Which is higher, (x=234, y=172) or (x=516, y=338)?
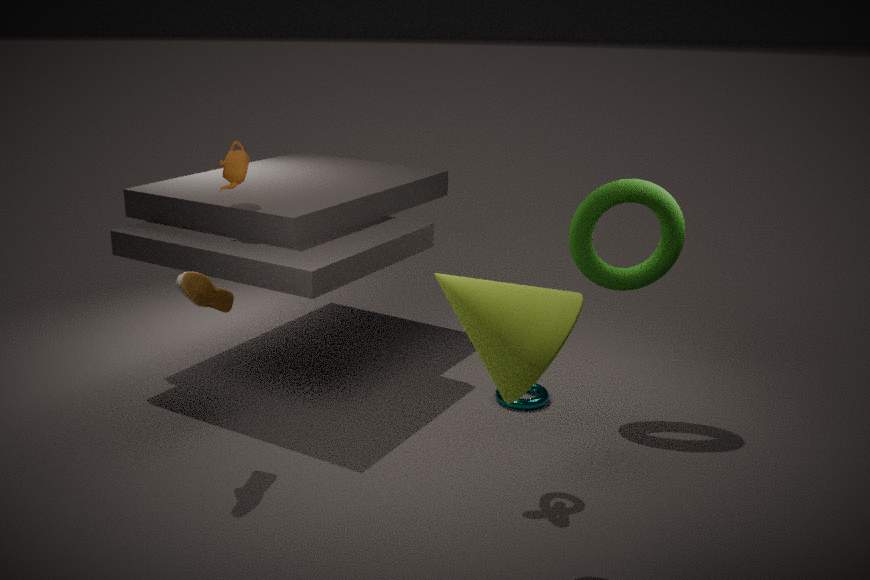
(x=234, y=172)
